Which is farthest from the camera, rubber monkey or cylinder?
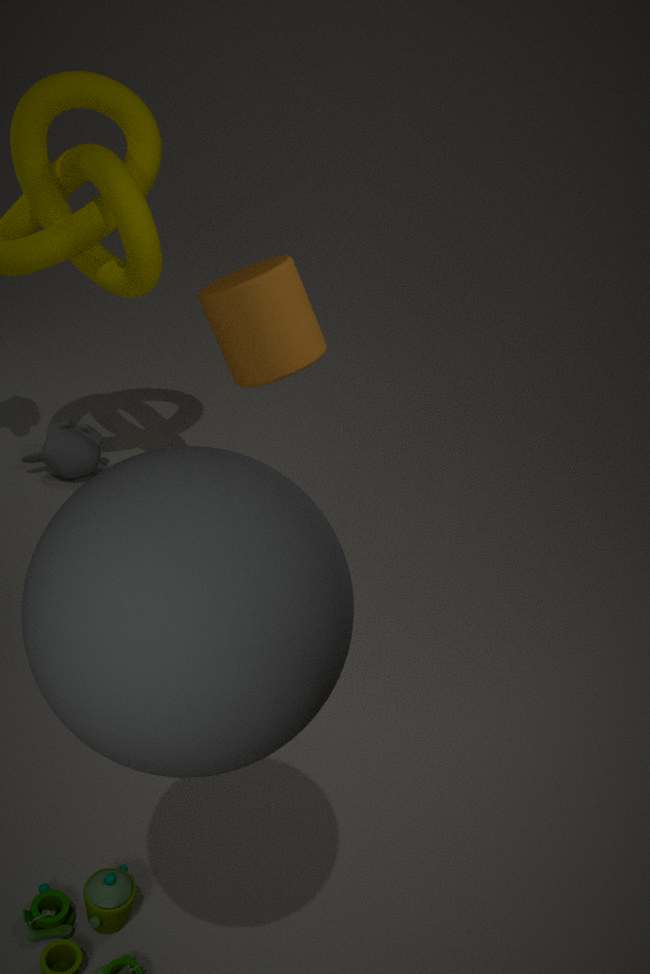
rubber monkey
